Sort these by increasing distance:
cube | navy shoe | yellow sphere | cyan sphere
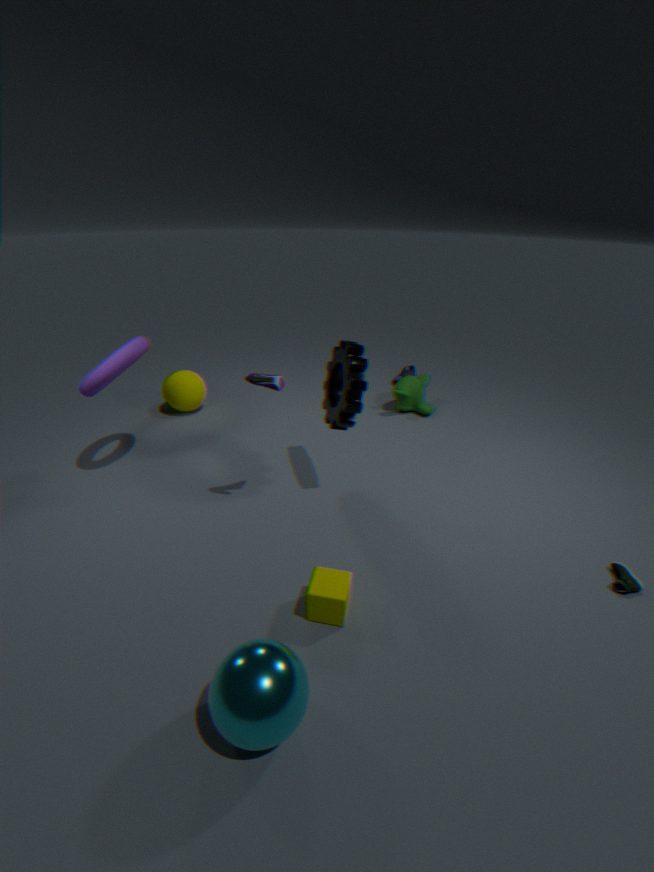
cyan sphere, cube, navy shoe, yellow sphere
